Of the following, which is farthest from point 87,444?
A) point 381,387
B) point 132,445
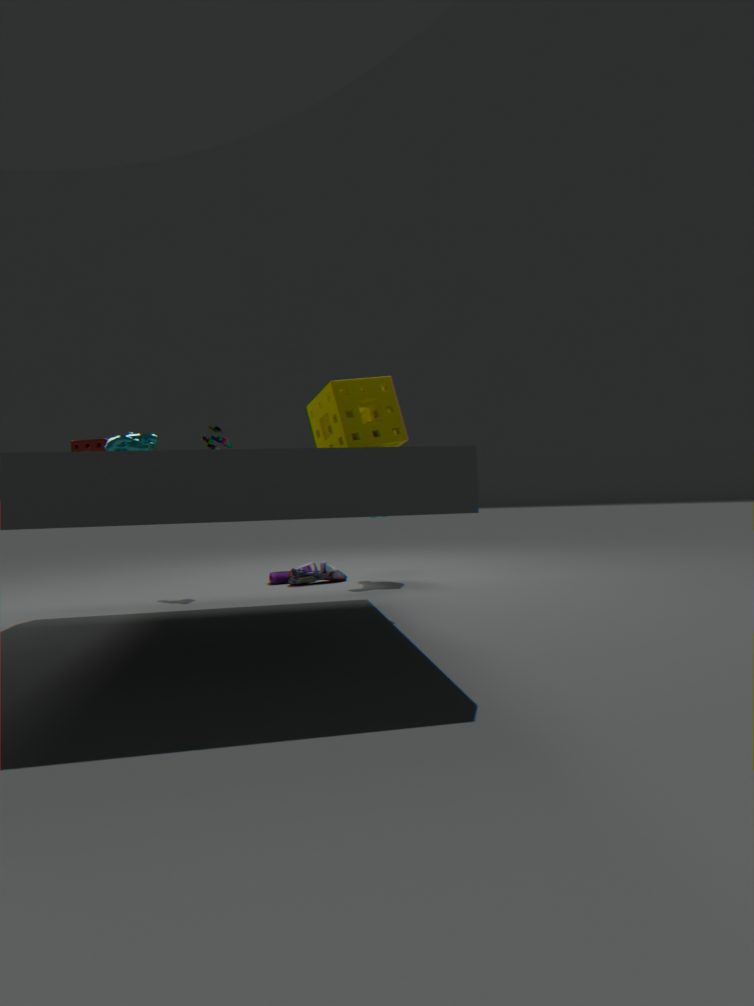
point 381,387
